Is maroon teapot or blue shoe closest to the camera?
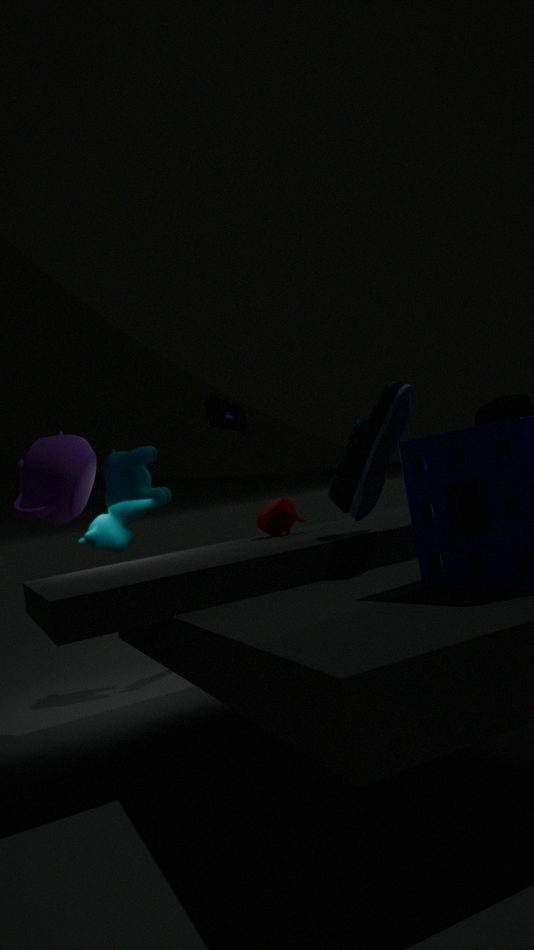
blue shoe
